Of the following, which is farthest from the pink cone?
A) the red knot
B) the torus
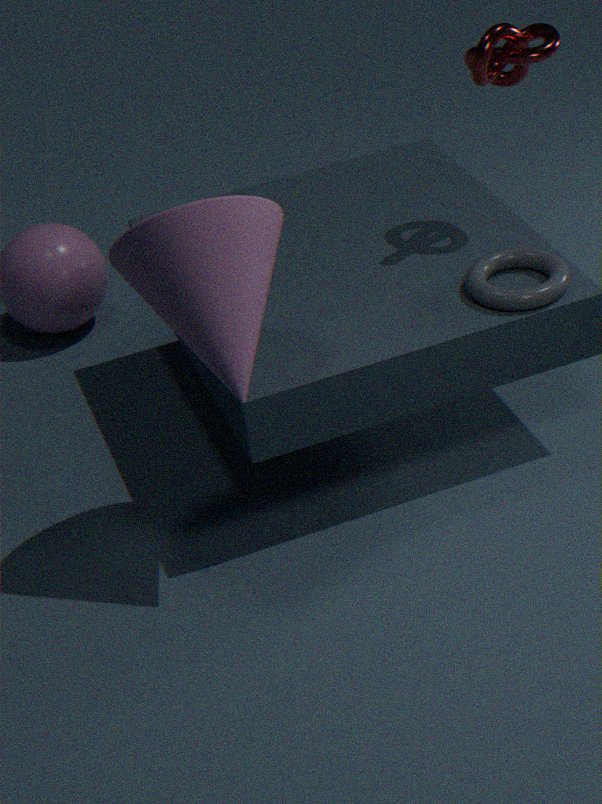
the red knot
